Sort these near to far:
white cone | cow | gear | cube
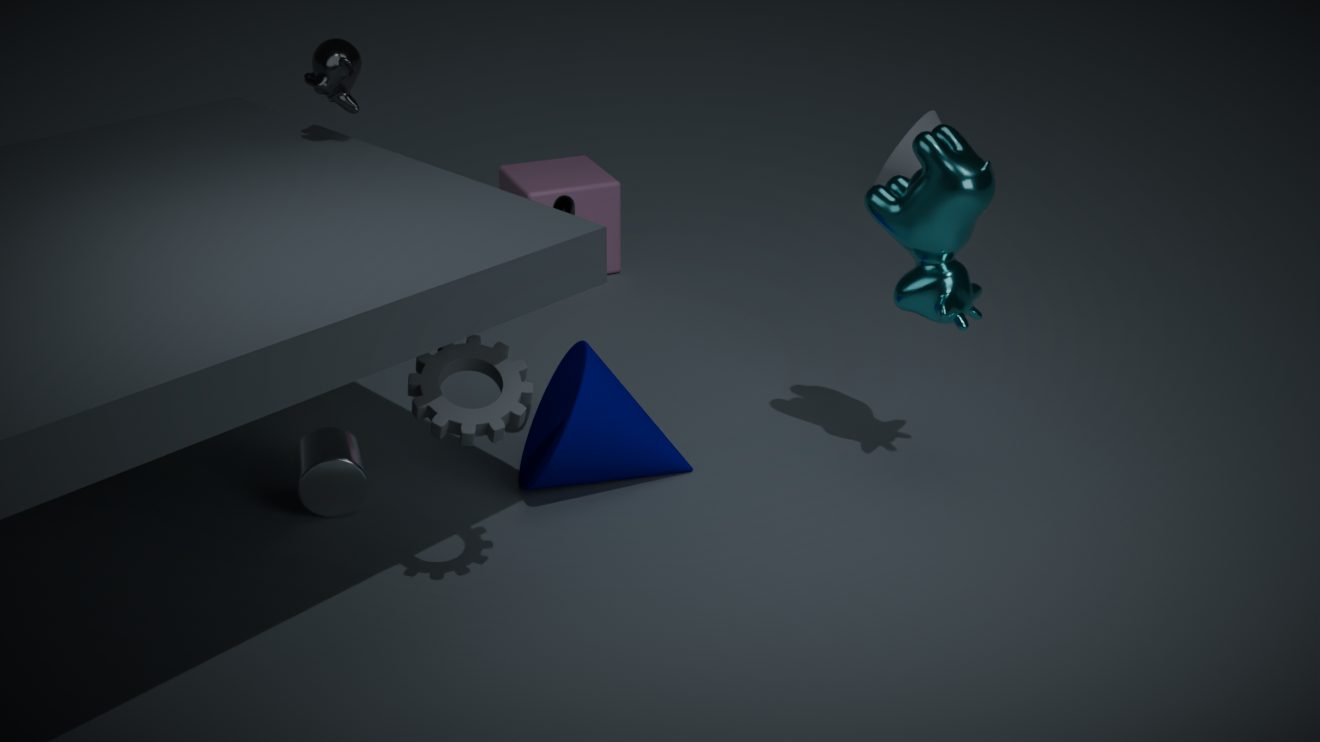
Result: gear, cow, cube, white cone
